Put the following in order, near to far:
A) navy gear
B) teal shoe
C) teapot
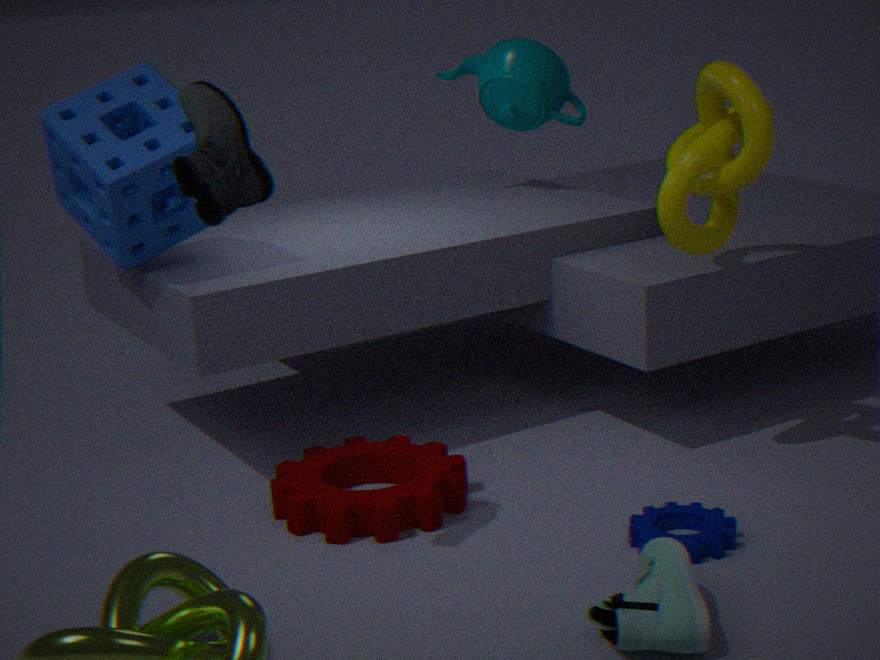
teal shoe < navy gear < teapot
